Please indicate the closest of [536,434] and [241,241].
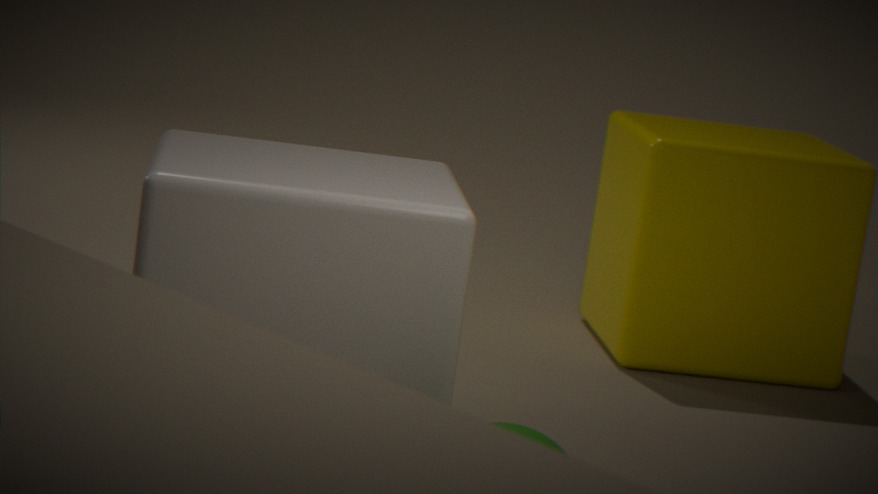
[536,434]
